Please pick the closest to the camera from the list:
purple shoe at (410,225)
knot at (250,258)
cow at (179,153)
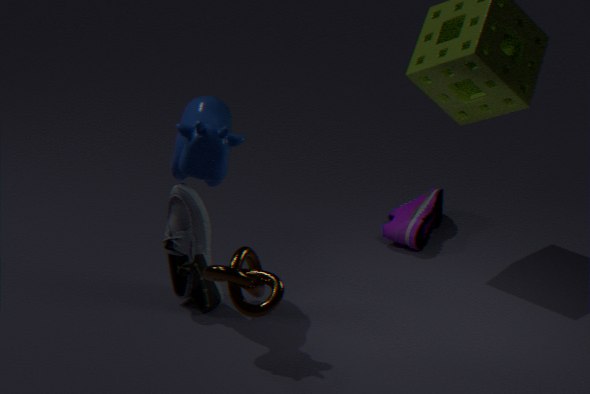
knot at (250,258)
